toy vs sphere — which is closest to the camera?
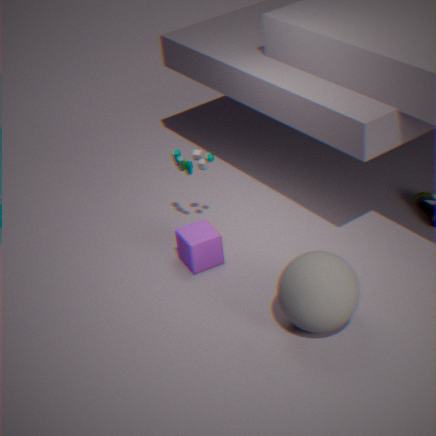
sphere
